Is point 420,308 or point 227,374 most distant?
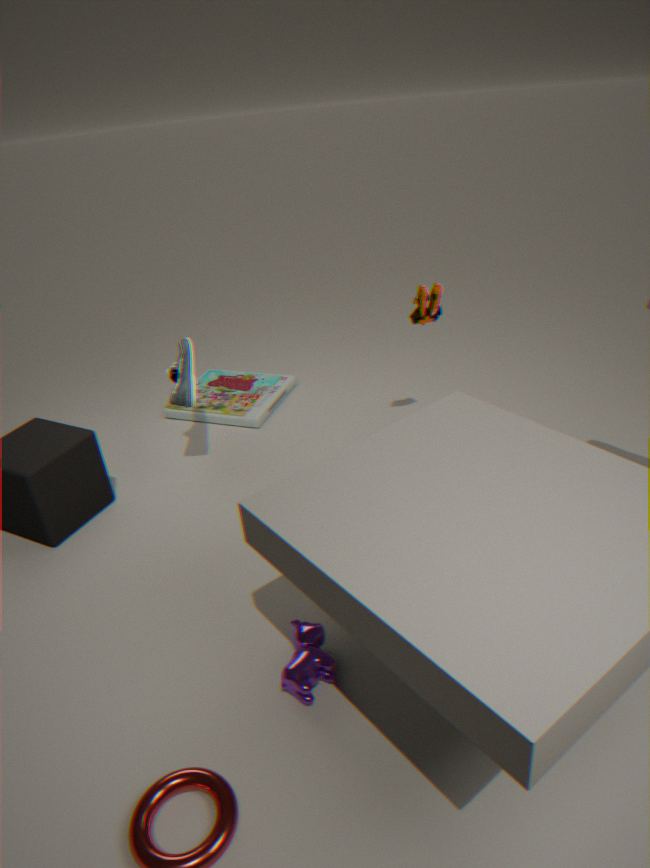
point 227,374
